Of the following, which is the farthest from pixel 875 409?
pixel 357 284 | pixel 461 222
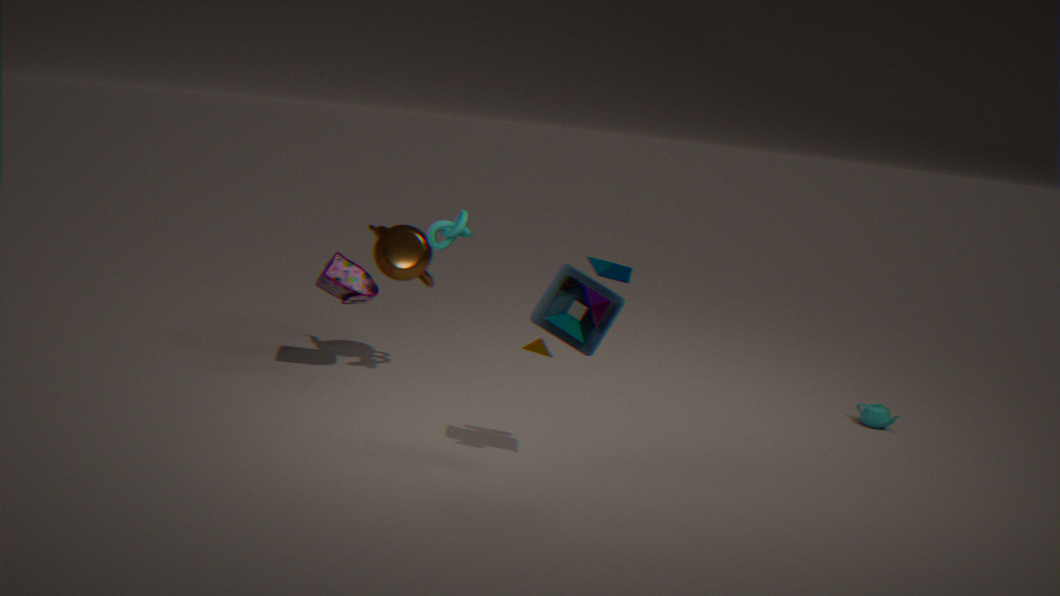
pixel 357 284
